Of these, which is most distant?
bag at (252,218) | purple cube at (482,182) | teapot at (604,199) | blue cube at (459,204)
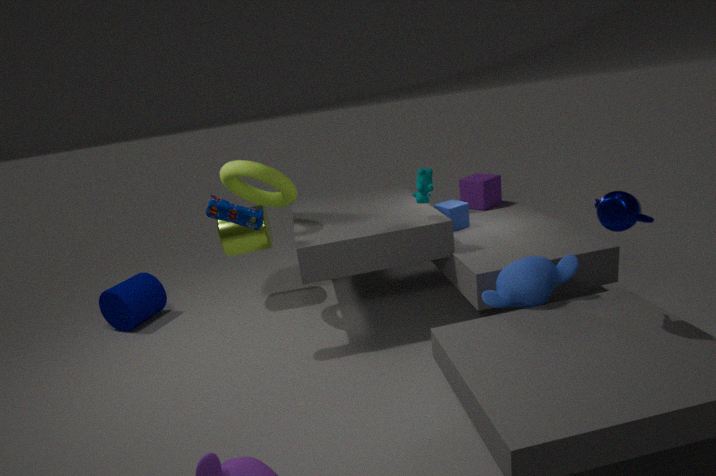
purple cube at (482,182)
